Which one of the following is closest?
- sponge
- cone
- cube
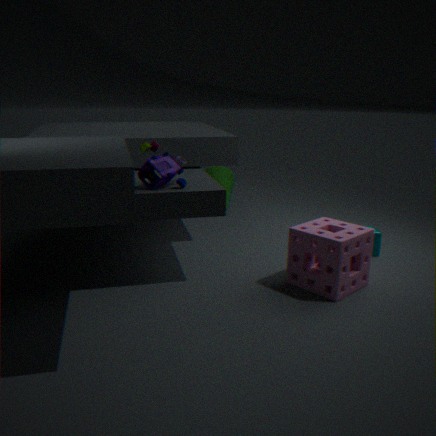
sponge
